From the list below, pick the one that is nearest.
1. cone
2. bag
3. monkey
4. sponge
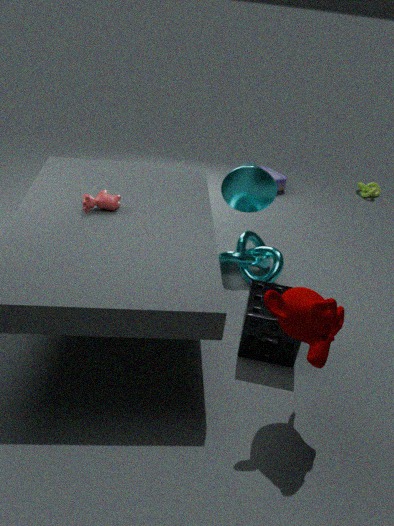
monkey
